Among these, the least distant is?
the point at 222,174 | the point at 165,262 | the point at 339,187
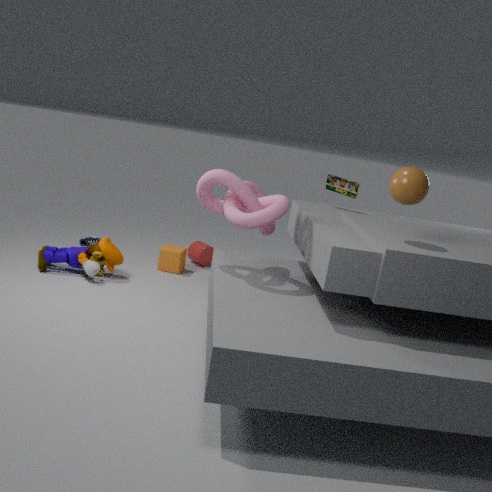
the point at 222,174
